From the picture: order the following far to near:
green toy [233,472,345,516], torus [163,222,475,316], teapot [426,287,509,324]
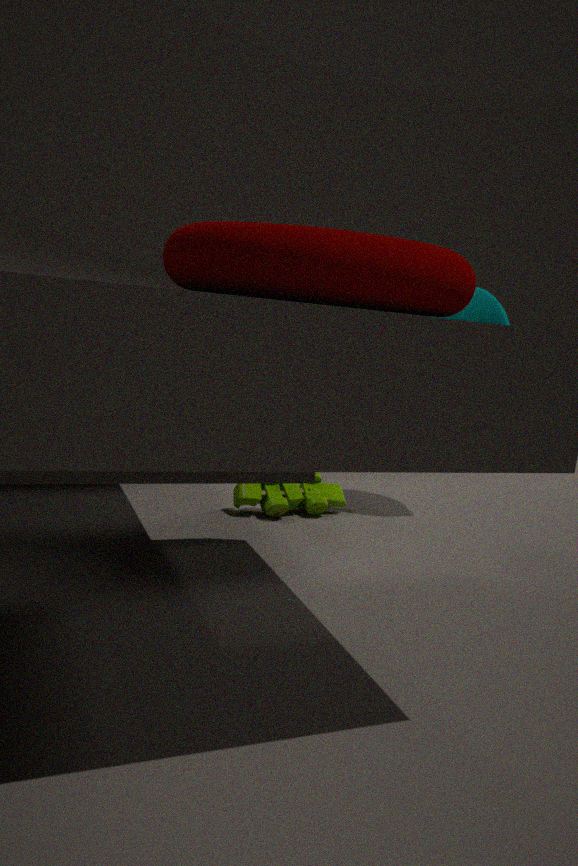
teapot [426,287,509,324]
green toy [233,472,345,516]
torus [163,222,475,316]
